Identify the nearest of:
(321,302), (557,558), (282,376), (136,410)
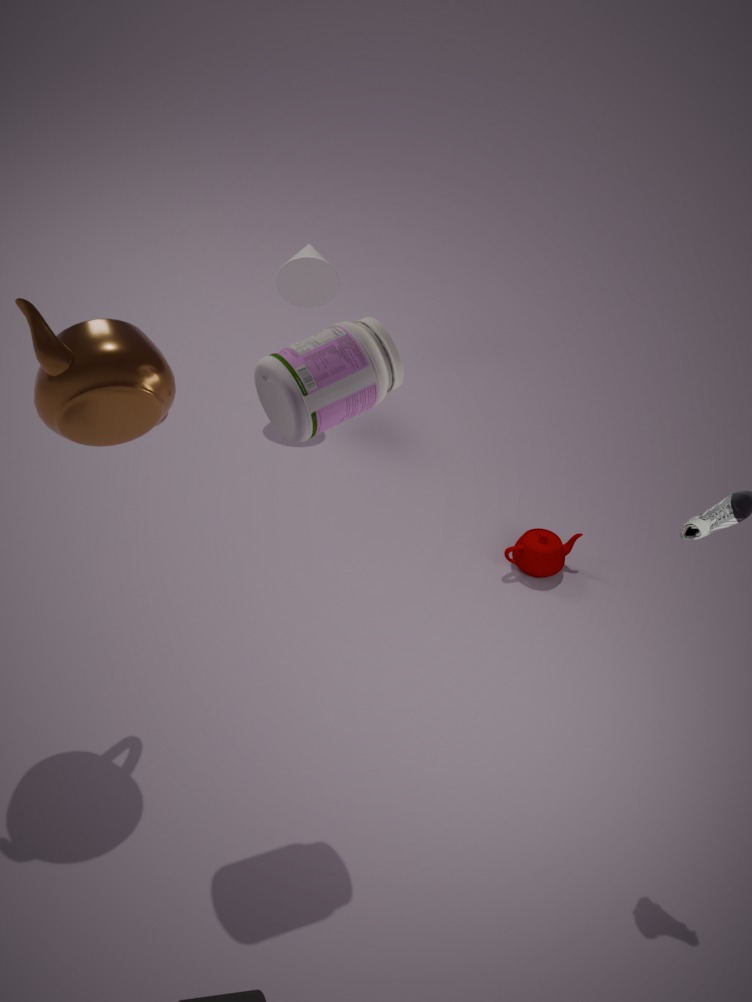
(282,376)
